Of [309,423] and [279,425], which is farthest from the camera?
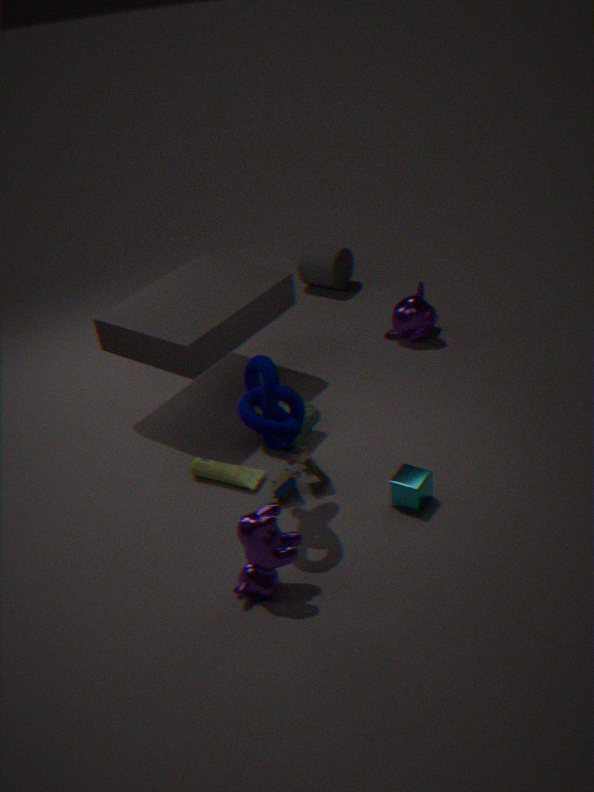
[309,423]
